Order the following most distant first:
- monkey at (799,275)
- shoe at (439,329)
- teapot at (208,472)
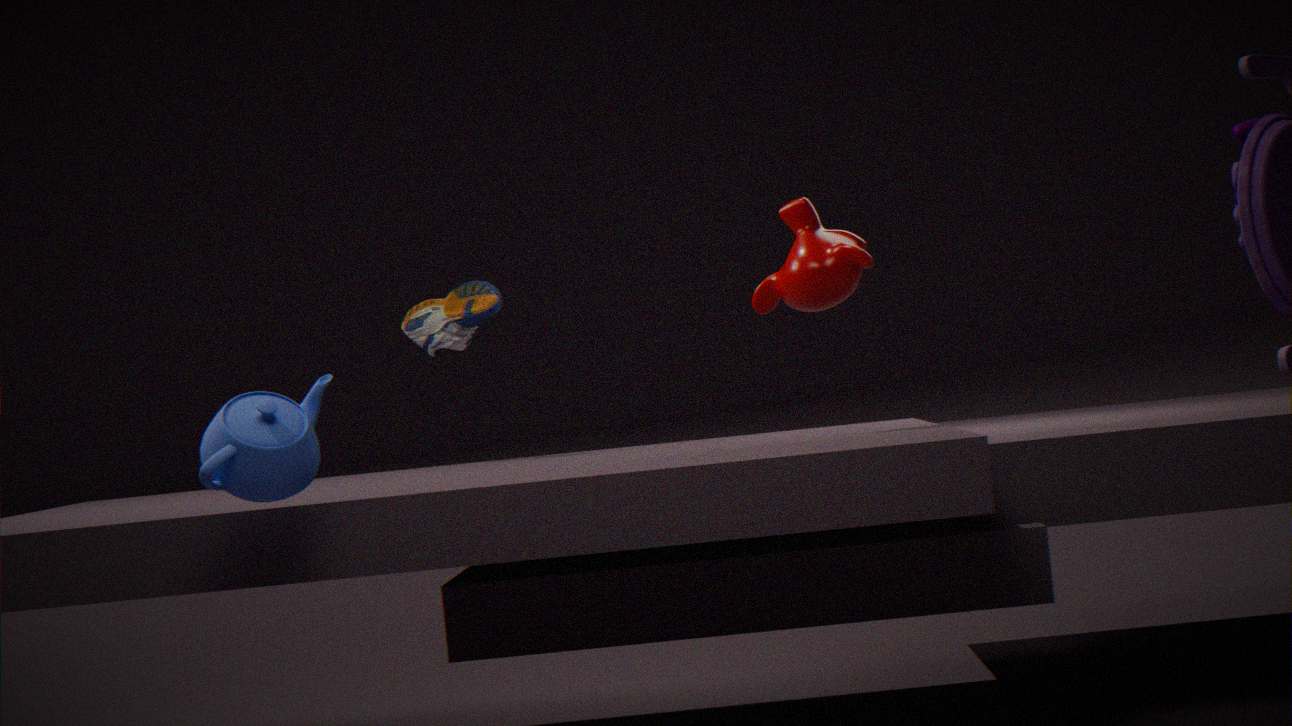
1. shoe at (439,329)
2. monkey at (799,275)
3. teapot at (208,472)
